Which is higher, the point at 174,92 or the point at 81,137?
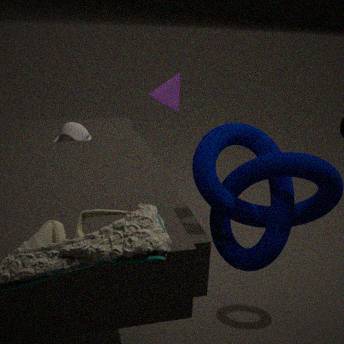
the point at 174,92
